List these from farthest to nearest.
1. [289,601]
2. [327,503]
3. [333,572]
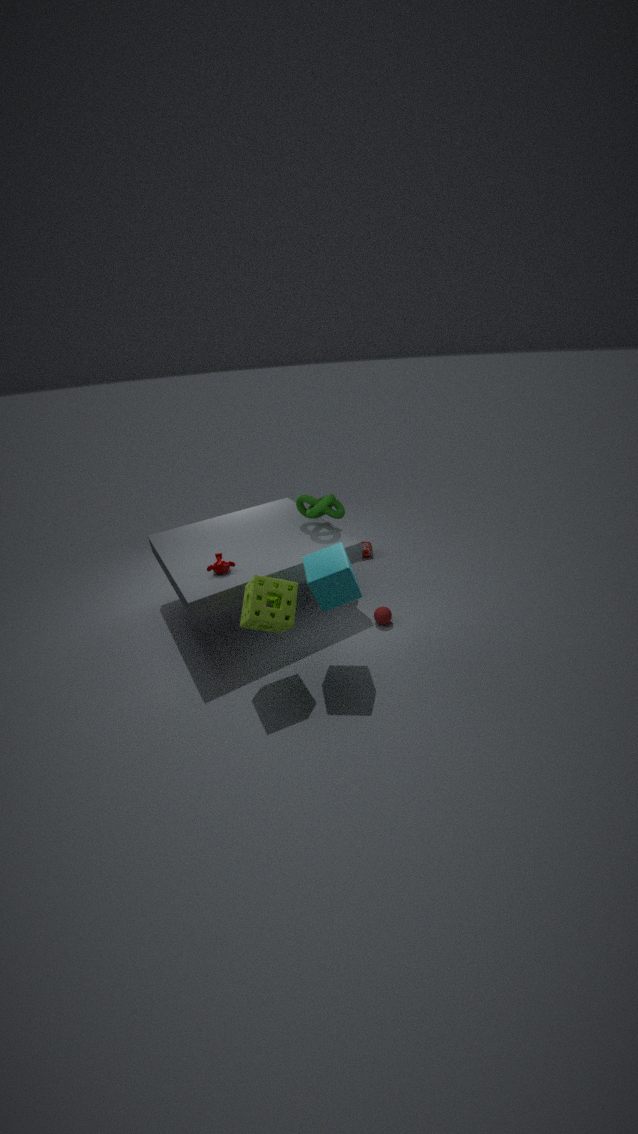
[327,503]
[289,601]
[333,572]
